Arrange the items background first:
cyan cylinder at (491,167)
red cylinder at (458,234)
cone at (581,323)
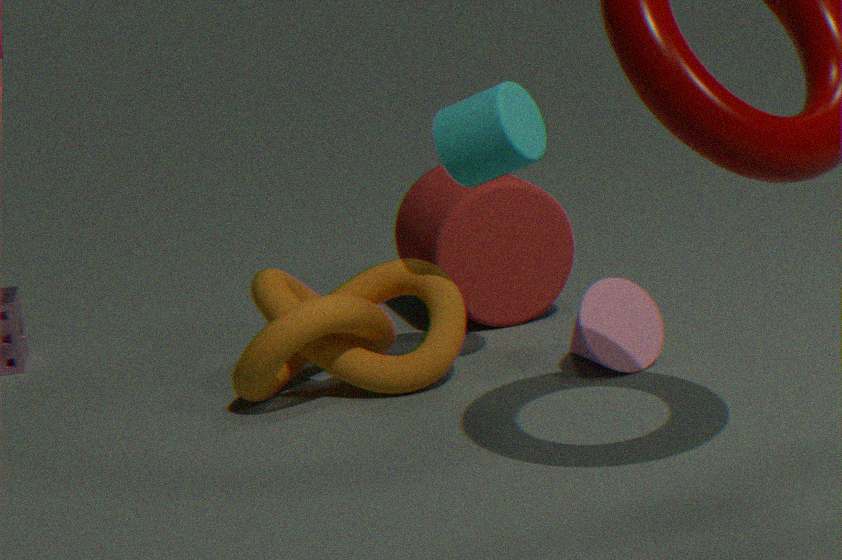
red cylinder at (458,234), cone at (581,323), cyan cylinder at (491,167)
